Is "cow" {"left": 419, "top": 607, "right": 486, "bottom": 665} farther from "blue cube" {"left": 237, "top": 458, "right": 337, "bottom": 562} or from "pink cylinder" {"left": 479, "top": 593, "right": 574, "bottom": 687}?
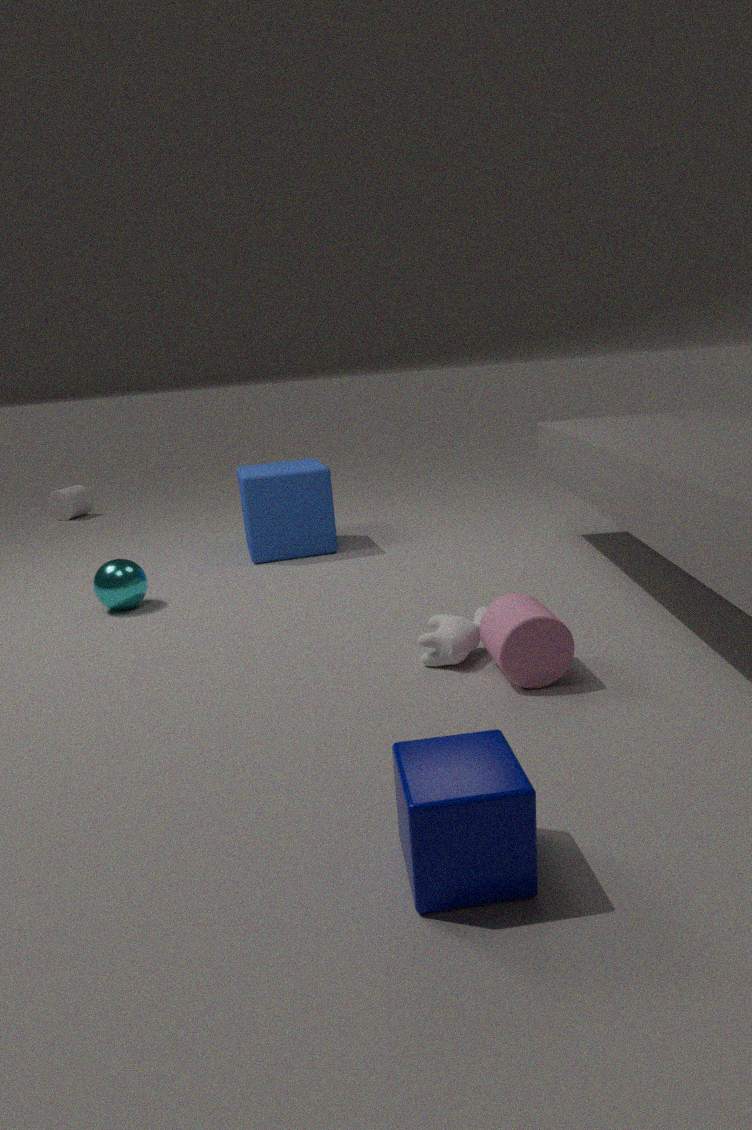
"blue cube" {"left": 237, "top": 458, "right": 337, "bottom": 562}
